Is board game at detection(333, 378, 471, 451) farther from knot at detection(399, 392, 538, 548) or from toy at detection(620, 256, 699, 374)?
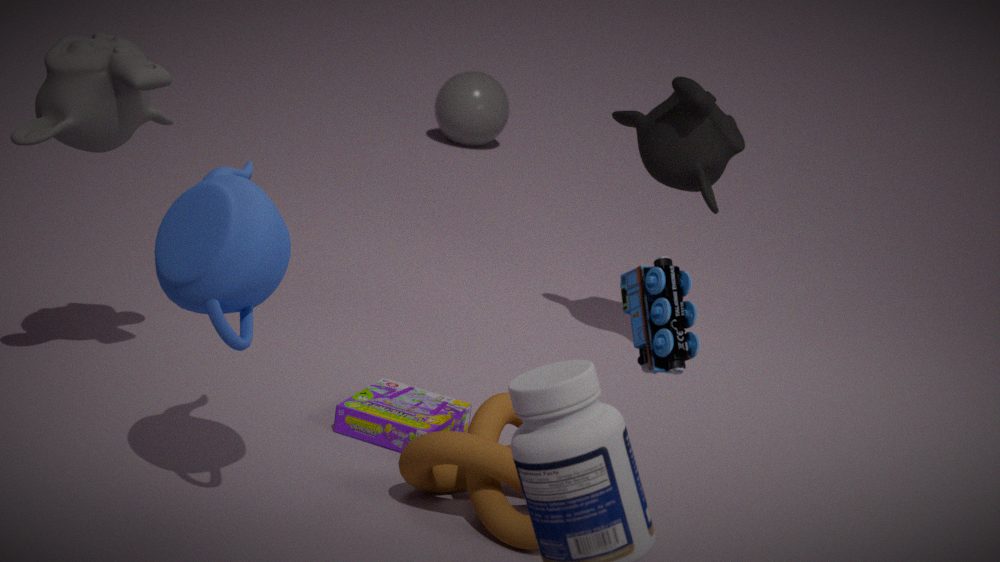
toy at detection(620, 256, 699, 374)
